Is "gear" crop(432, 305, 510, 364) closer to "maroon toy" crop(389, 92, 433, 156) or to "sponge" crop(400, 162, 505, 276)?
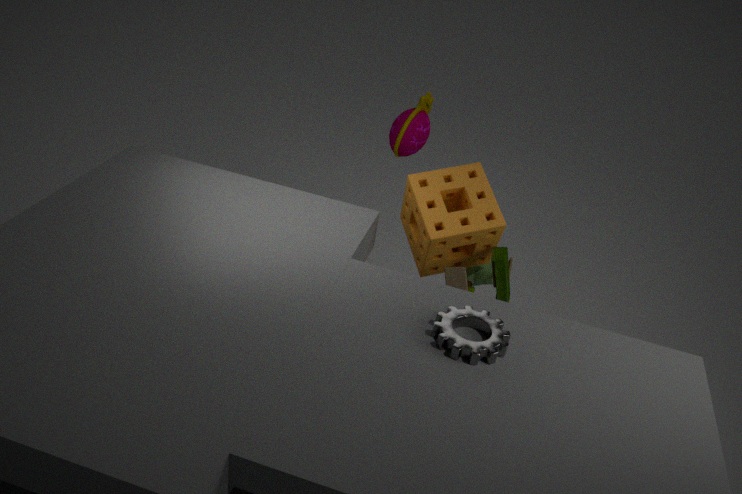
"sponge" crop(400, 162, 505, 276)
